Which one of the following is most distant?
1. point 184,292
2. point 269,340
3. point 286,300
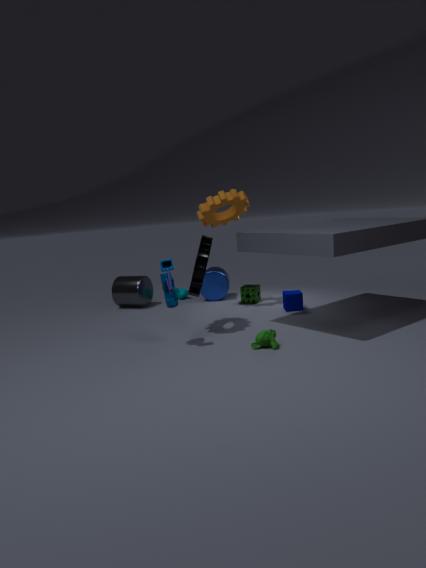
point 184,292
